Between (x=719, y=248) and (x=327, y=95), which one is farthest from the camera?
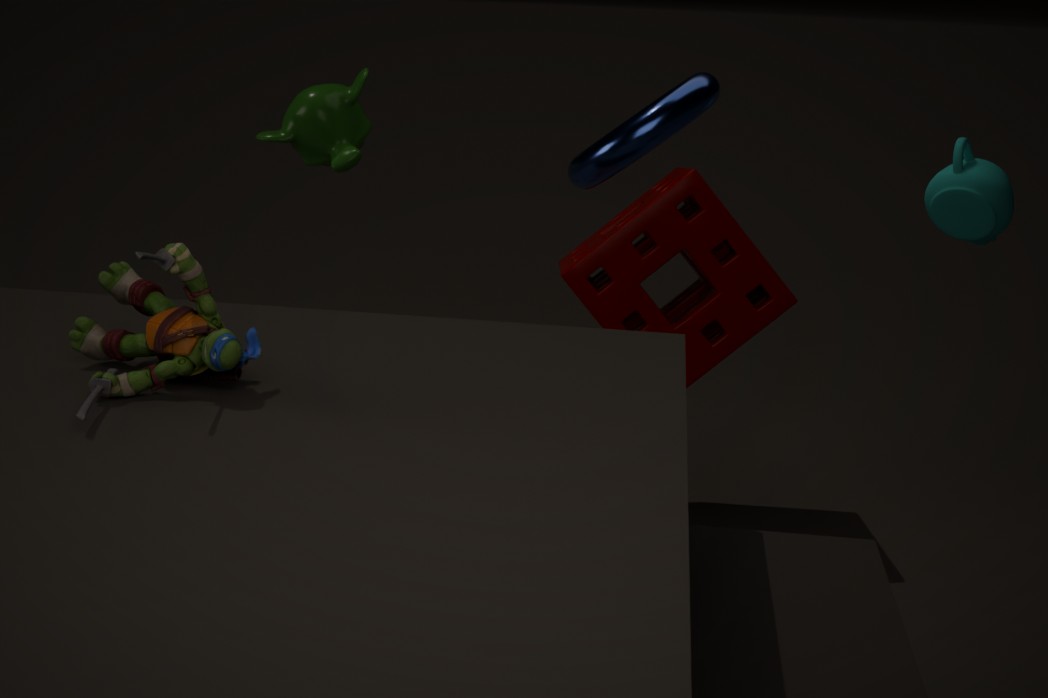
(x=719, y=248)
